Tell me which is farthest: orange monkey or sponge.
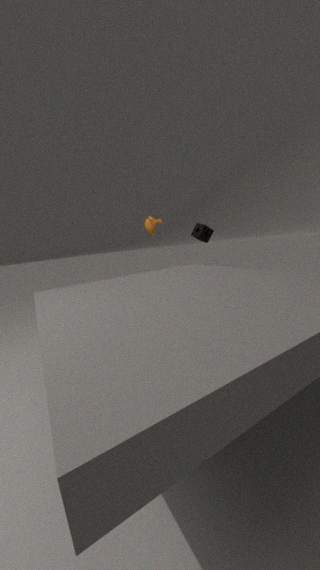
sponge
